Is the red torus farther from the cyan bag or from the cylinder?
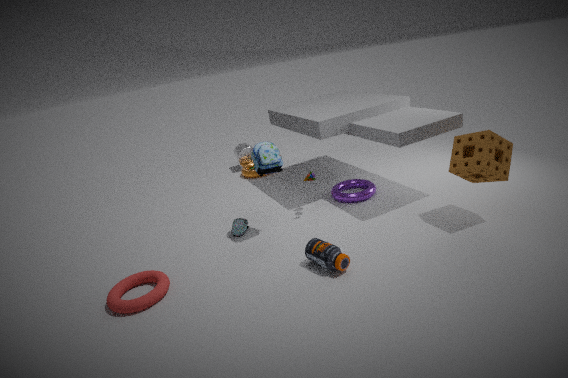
the cylinder
